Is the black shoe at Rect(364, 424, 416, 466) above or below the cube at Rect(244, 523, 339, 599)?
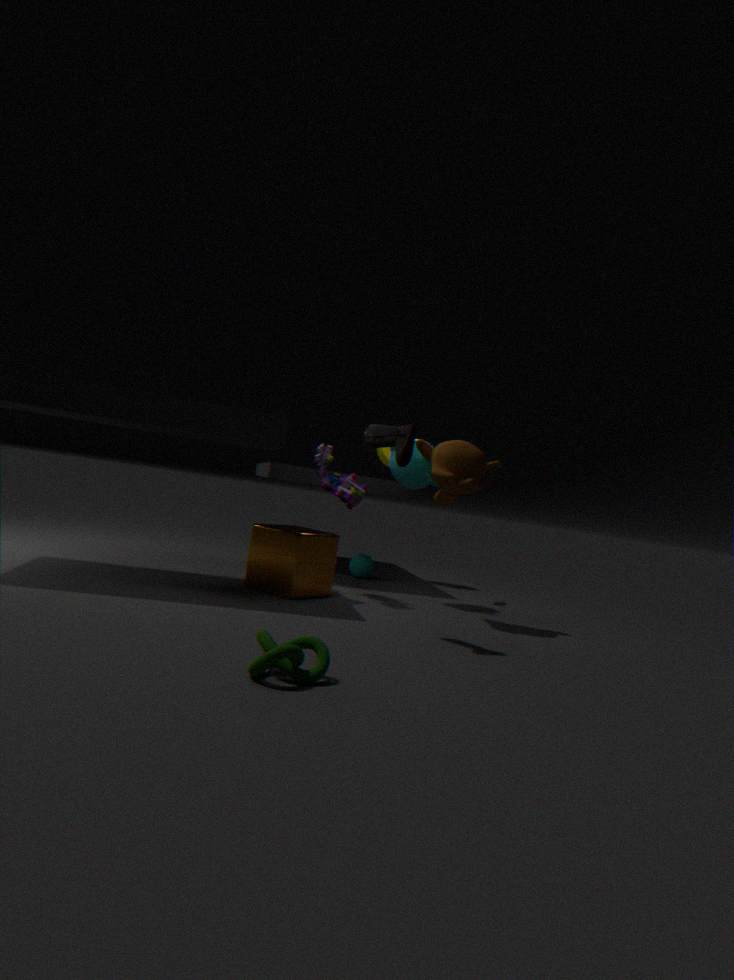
above
